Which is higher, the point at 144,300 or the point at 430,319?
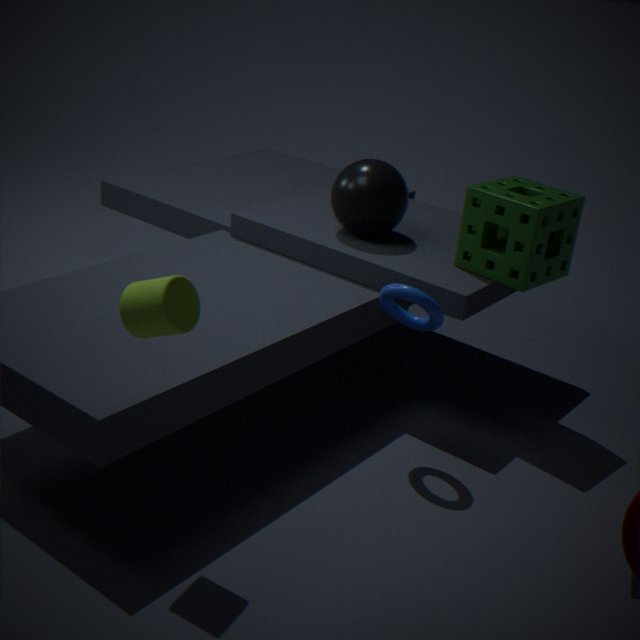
the point at 144,300
